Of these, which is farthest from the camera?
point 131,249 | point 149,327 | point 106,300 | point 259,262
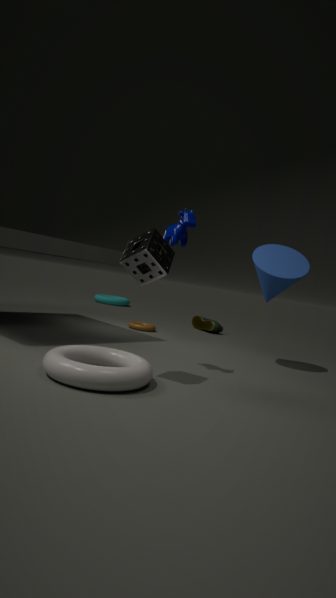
point 106,300
